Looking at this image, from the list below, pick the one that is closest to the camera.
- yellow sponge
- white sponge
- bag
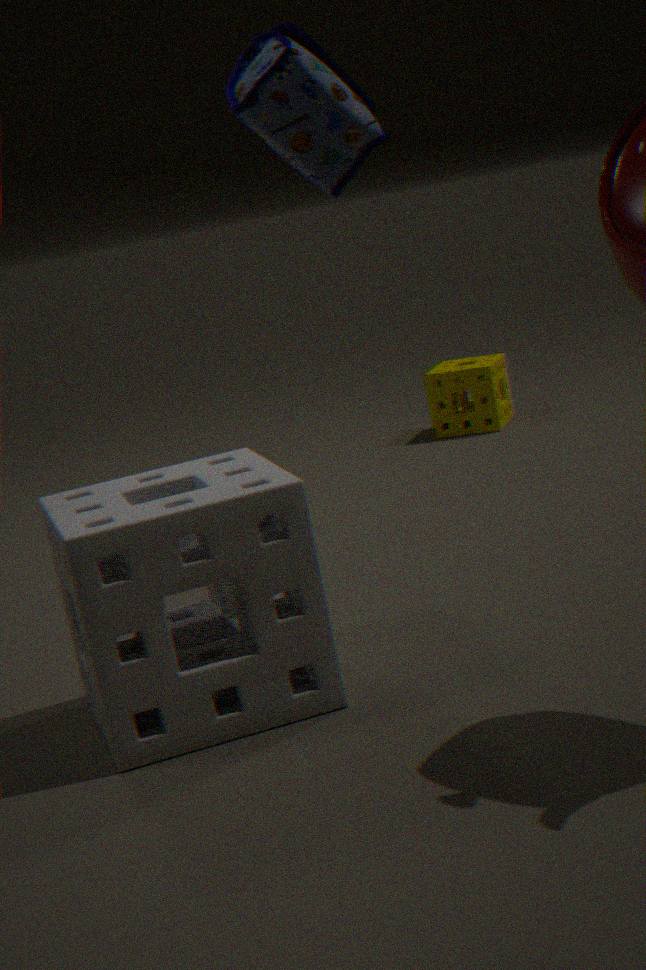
white sponge
